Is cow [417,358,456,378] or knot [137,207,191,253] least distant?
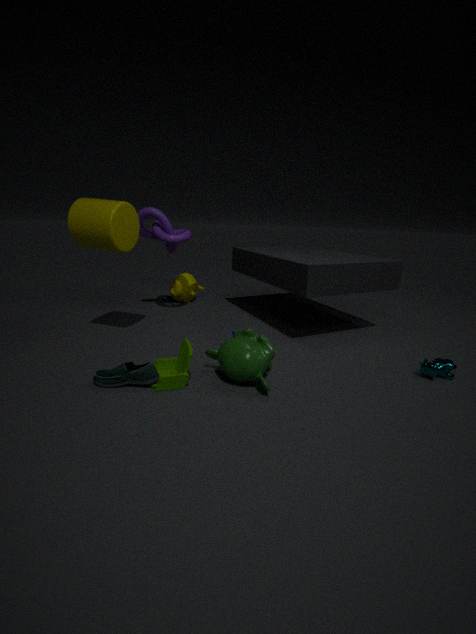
cow [417,358,456,378]
